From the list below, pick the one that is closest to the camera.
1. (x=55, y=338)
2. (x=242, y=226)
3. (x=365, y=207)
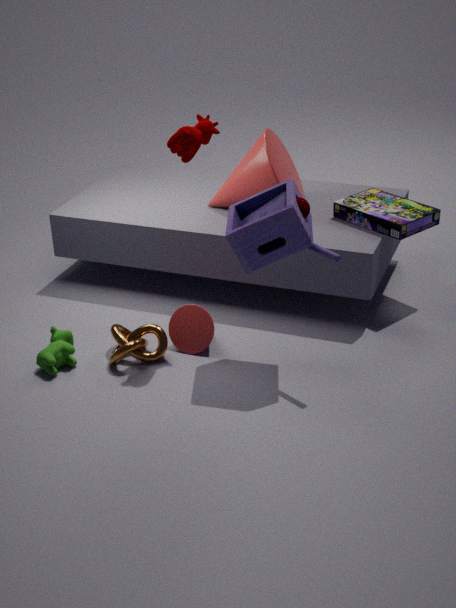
(x=242, y=226)
